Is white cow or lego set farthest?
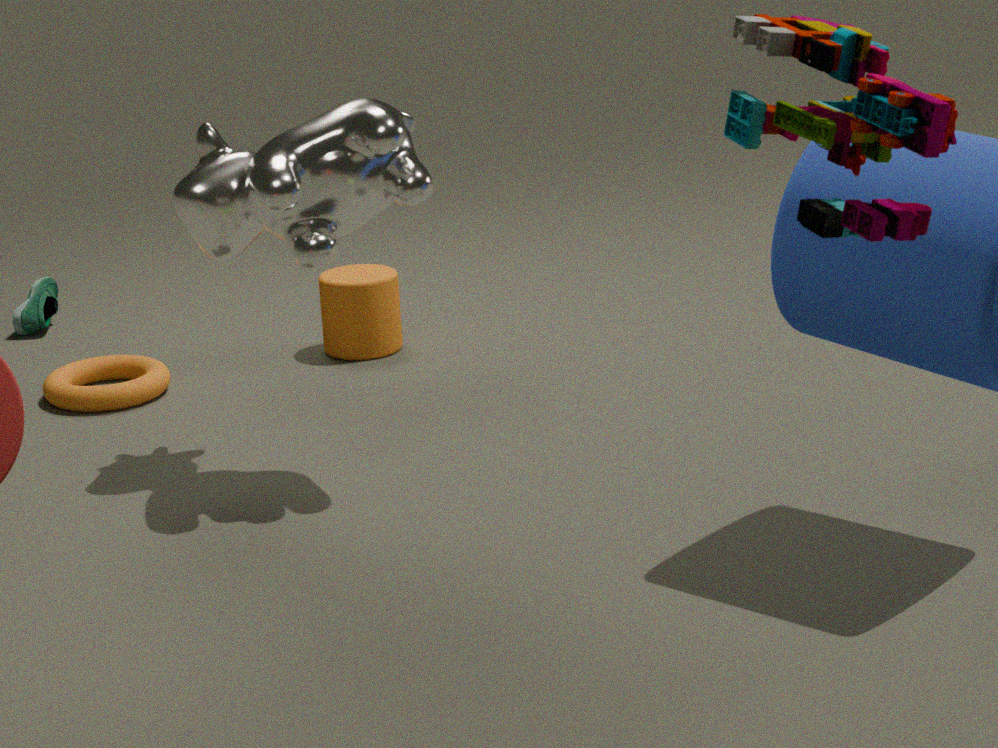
white cow
